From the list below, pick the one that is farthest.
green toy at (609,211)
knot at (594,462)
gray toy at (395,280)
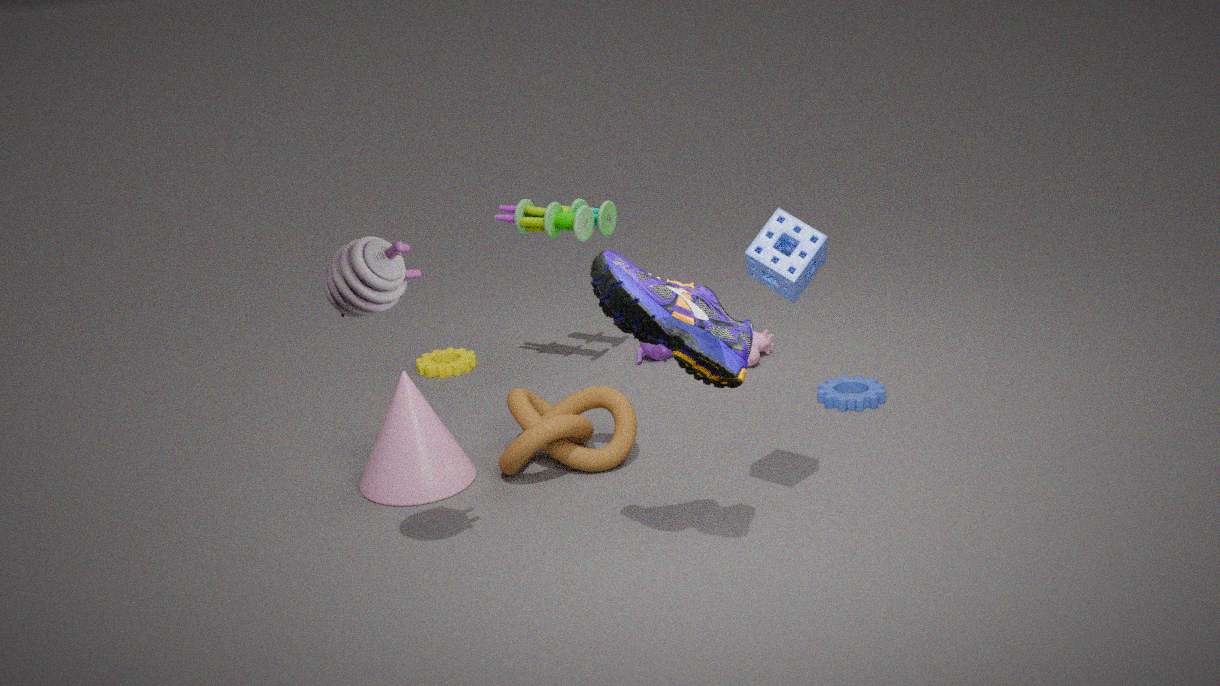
green toy at (609,211)
